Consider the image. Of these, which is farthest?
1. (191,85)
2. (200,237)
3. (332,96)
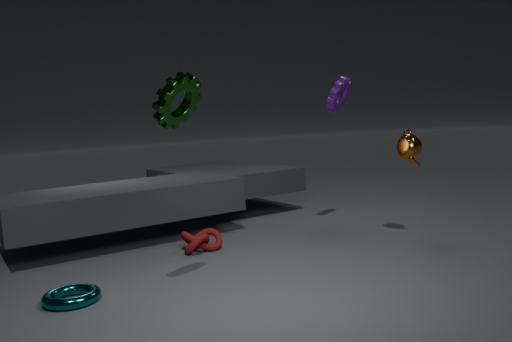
(332,96)
